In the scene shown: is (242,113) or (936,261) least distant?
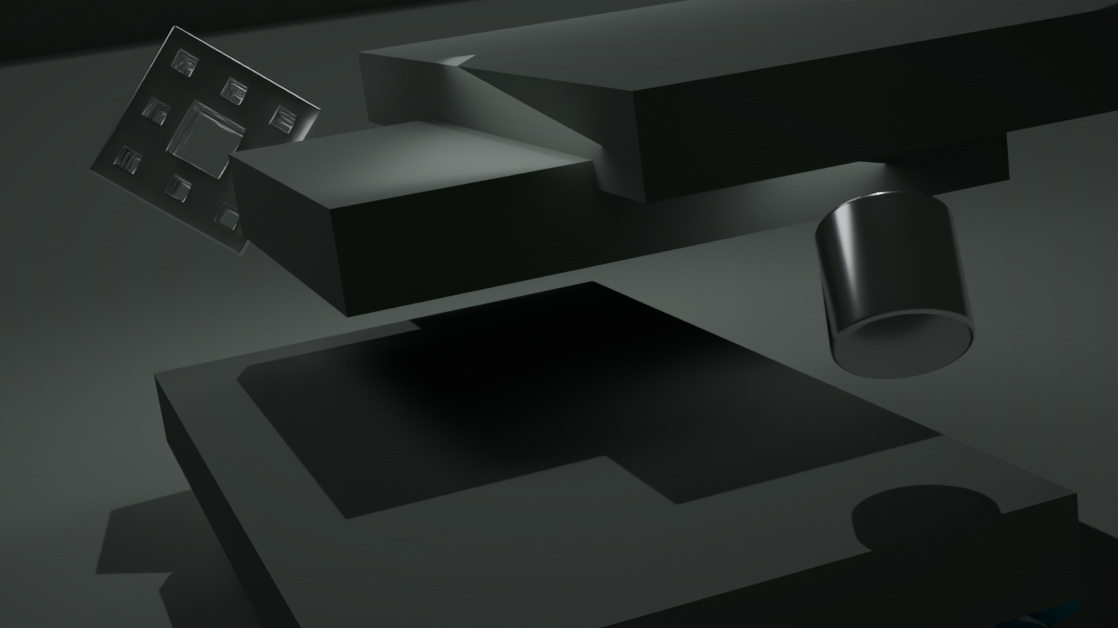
(936,261)
